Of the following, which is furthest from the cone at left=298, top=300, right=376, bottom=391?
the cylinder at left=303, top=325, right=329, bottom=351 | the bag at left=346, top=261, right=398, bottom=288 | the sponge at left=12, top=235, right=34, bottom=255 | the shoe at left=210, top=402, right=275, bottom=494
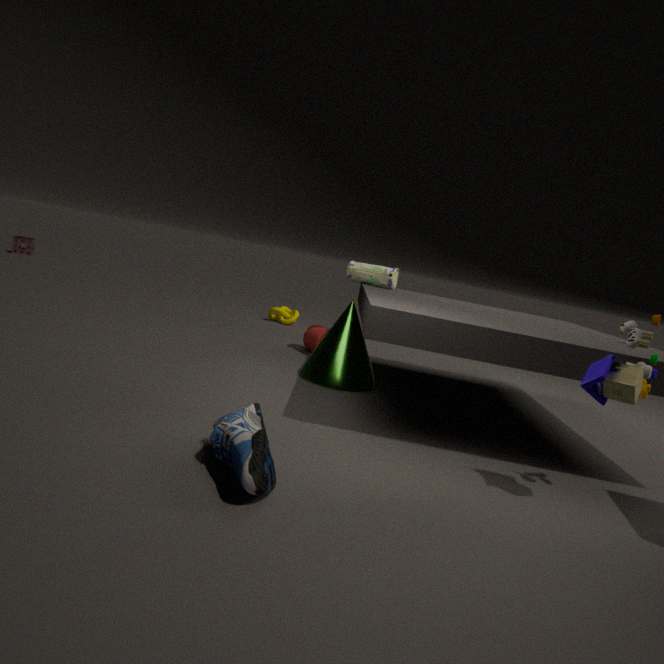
the sponge at left=12, top=235, right=34, bottom=255
